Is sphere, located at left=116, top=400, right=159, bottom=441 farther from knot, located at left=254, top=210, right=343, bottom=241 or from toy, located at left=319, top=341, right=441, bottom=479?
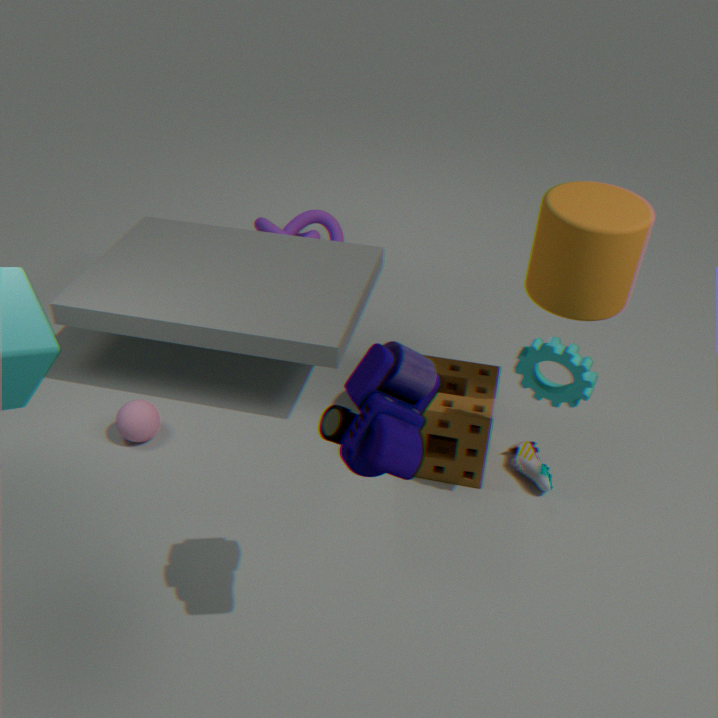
toy, located at left=319, top=341, right=441, bottom=479
